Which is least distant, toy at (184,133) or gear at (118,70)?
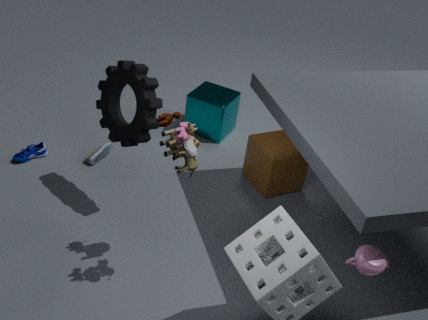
toy at (184,133)
